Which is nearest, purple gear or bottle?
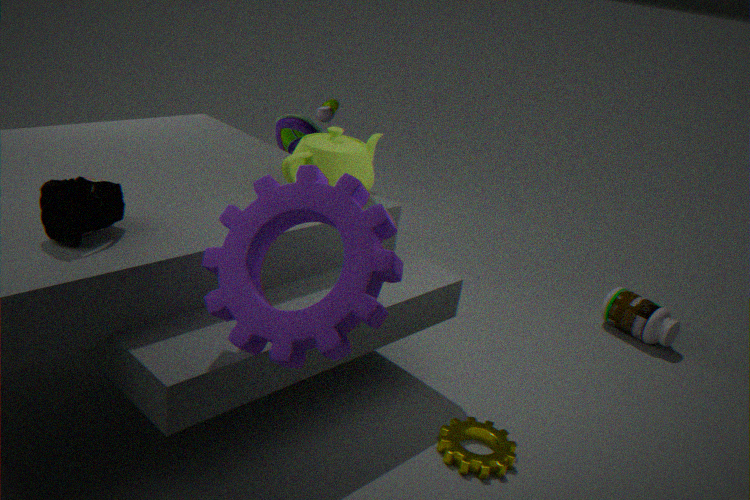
purple gear
